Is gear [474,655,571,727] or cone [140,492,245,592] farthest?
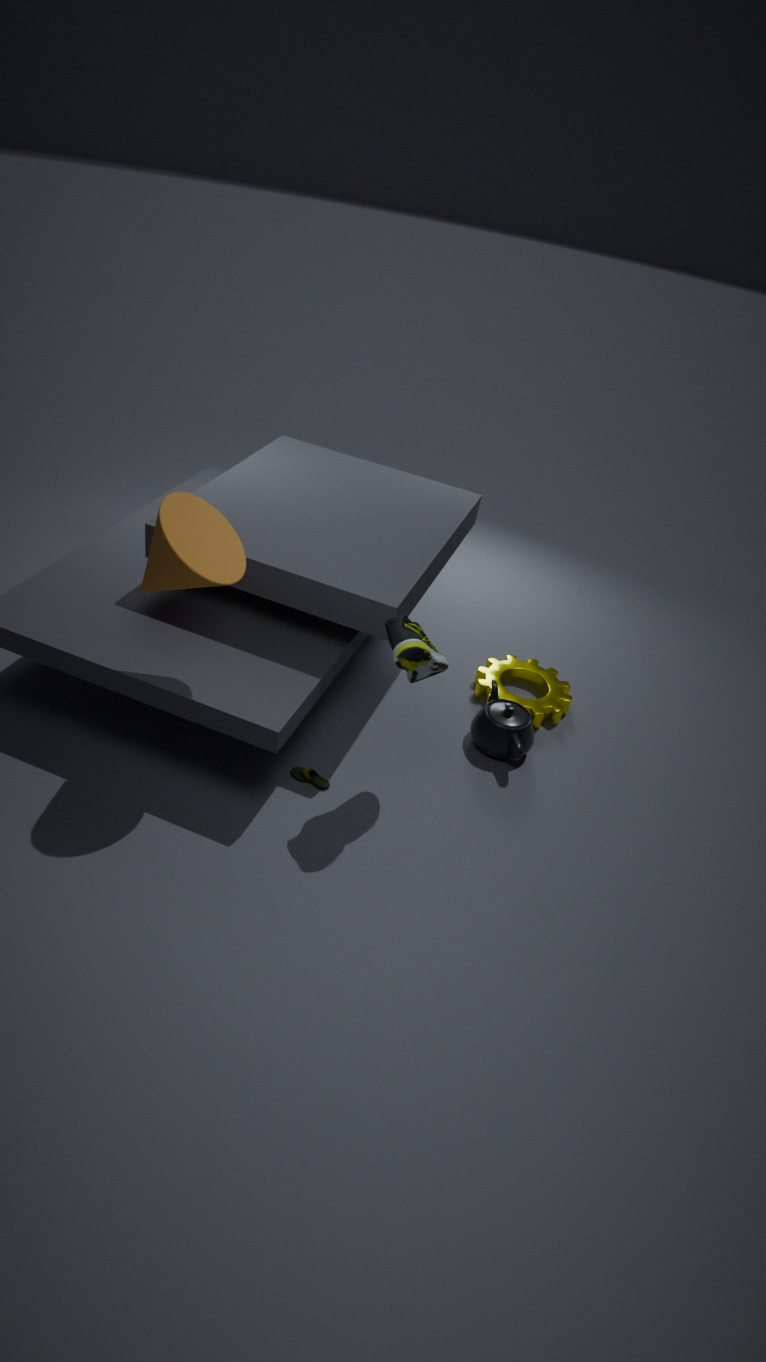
gear [474,655,571,727]
